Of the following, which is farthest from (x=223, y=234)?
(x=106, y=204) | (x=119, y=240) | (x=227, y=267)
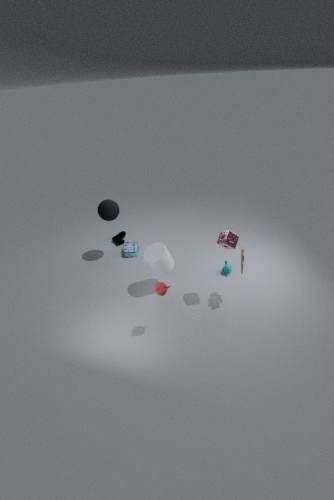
(x=119, y=240)
